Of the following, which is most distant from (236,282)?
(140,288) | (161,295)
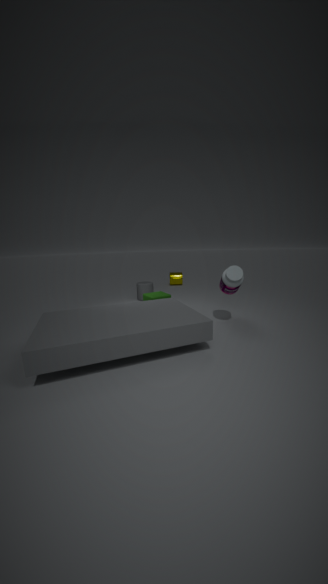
(140,288)
